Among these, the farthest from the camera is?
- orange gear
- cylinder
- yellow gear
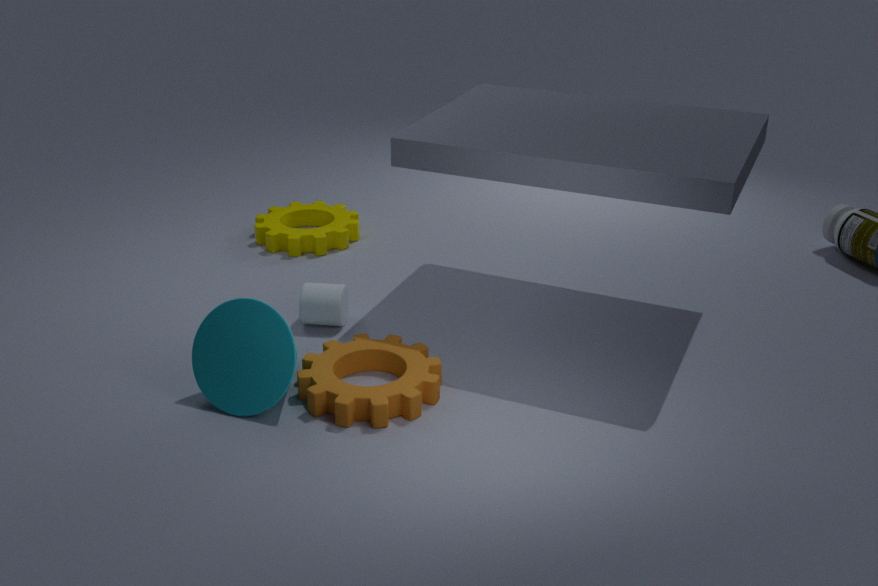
yellow gear
